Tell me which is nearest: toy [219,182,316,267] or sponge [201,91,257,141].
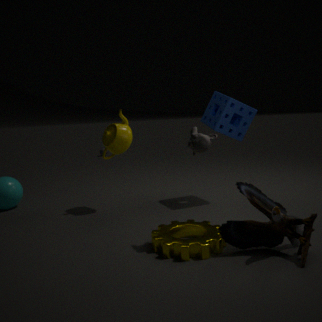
toy [219,182,316,267]
